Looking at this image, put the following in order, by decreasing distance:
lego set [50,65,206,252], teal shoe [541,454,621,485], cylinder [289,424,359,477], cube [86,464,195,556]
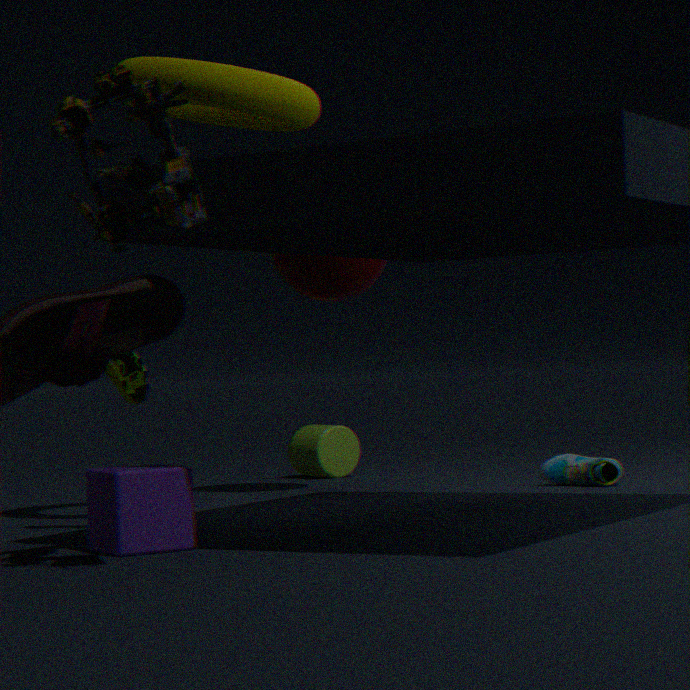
cylinder [289,424,359,477] < teal shoe [541,454,621,485] < cube [86,464,195,556] < lego set [50,65,206,252]
